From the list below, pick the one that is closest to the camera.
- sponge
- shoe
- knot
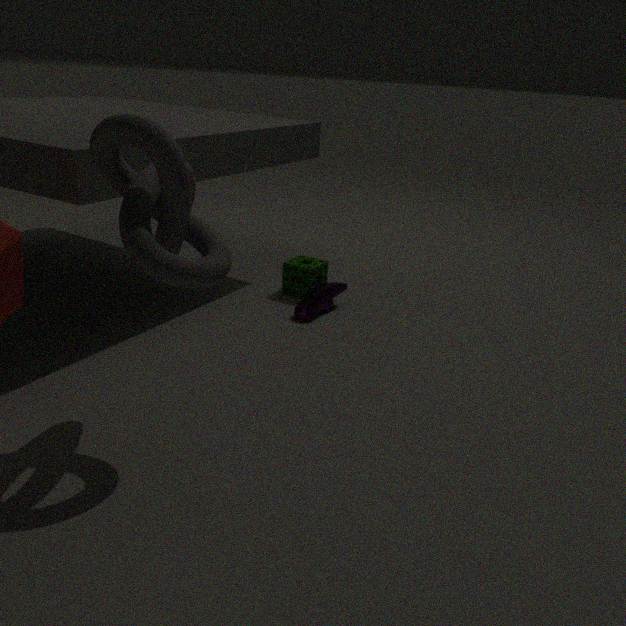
knot
